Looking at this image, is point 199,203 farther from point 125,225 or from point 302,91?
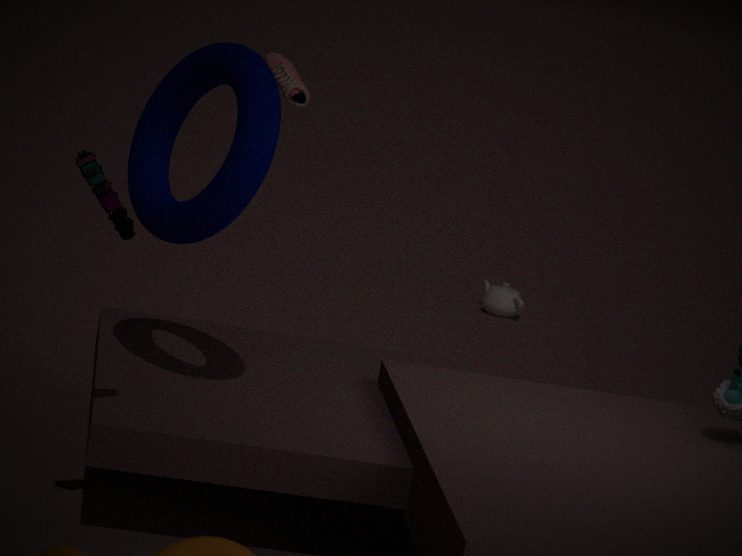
point 302,91
